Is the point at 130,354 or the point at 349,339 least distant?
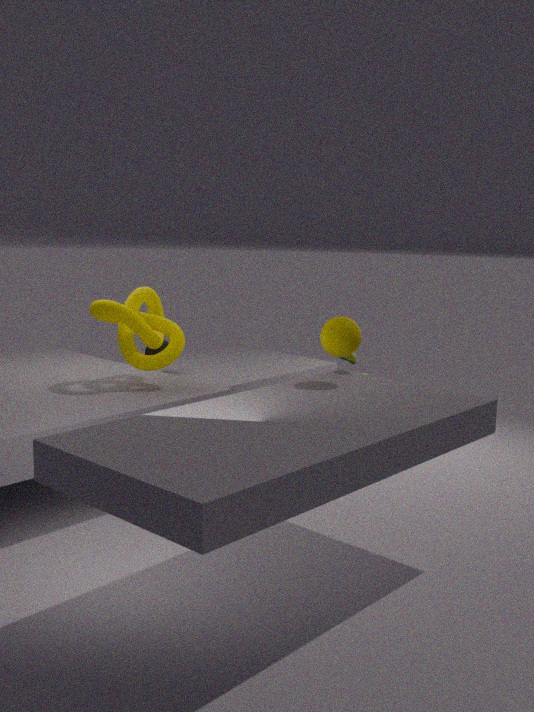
the point at 349,339
